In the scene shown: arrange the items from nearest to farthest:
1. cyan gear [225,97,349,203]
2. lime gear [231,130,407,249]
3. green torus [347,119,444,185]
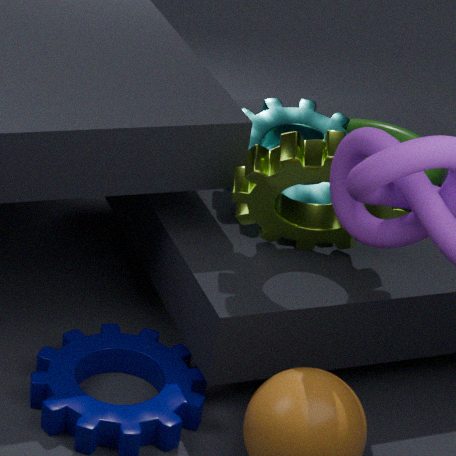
lime gear [231,130,407,249] < cyan gear [225,97,349,203] < green torus [347,119,444,185]
